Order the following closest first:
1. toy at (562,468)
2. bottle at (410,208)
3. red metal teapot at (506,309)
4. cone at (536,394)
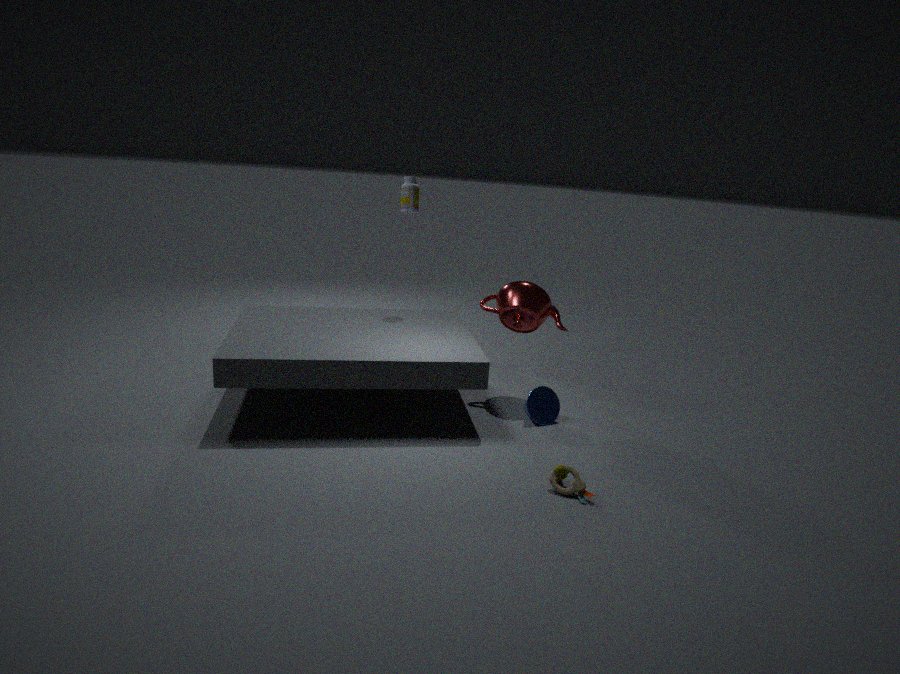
1. toy at (562,468)
2. cone at (536,394)
3. red metal teapot at (506,309)
4. bottle at (410,208)
